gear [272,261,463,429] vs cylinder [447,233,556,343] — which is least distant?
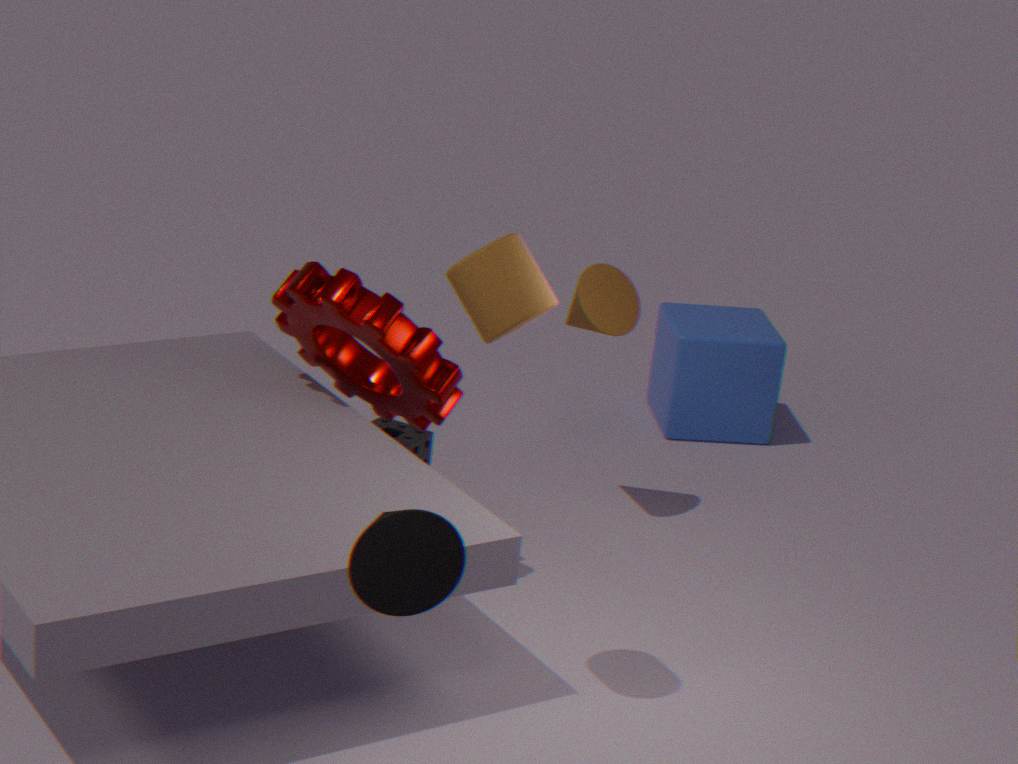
cylinder [447,233,556,343]
